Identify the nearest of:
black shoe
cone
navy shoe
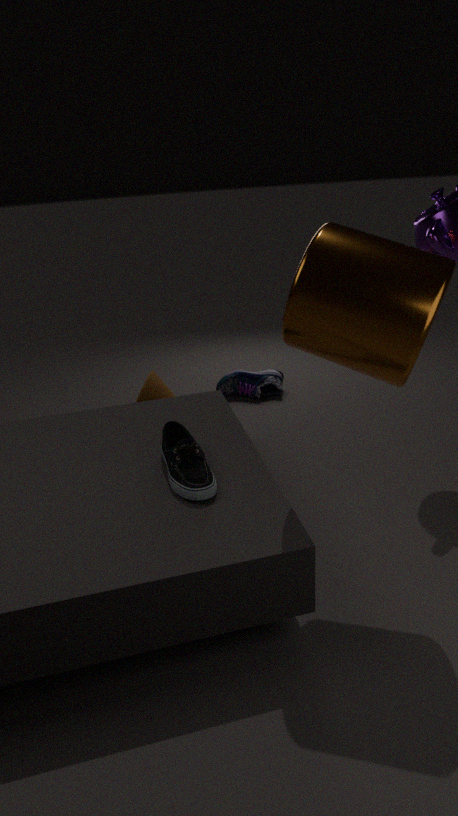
black shoe
